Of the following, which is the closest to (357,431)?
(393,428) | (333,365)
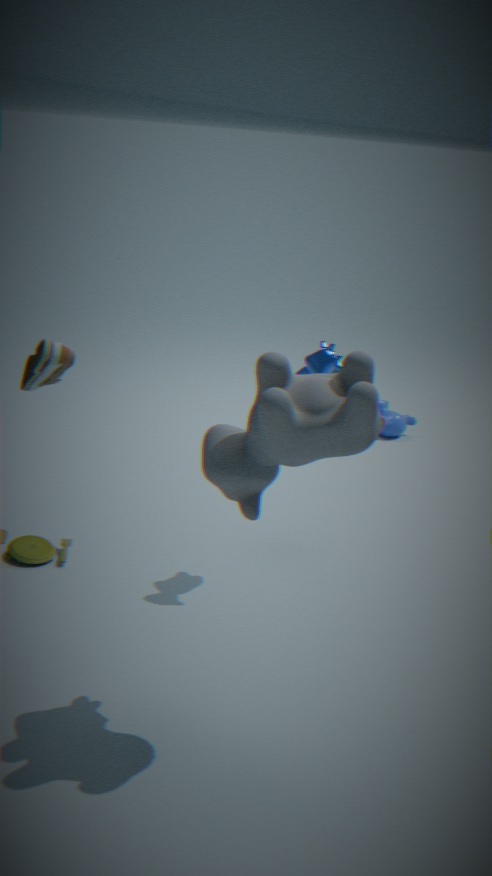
(333,365)
